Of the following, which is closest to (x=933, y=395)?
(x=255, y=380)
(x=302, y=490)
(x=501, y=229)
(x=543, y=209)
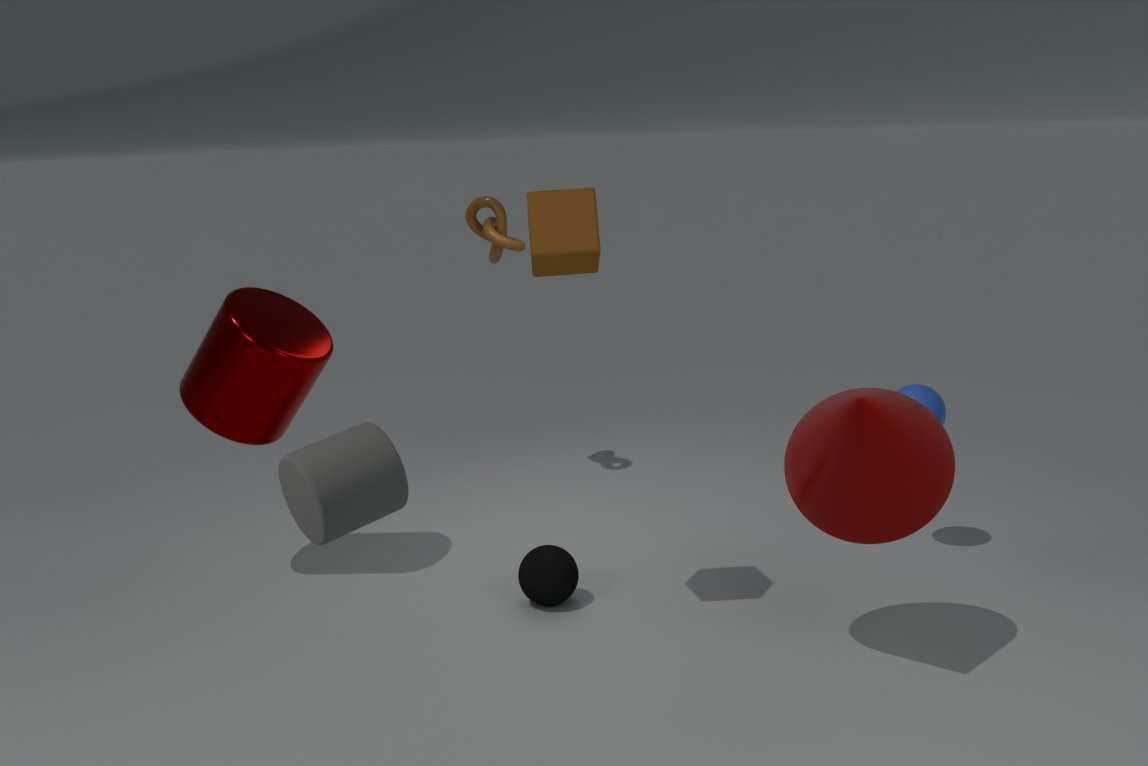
(x=543, y=209)
